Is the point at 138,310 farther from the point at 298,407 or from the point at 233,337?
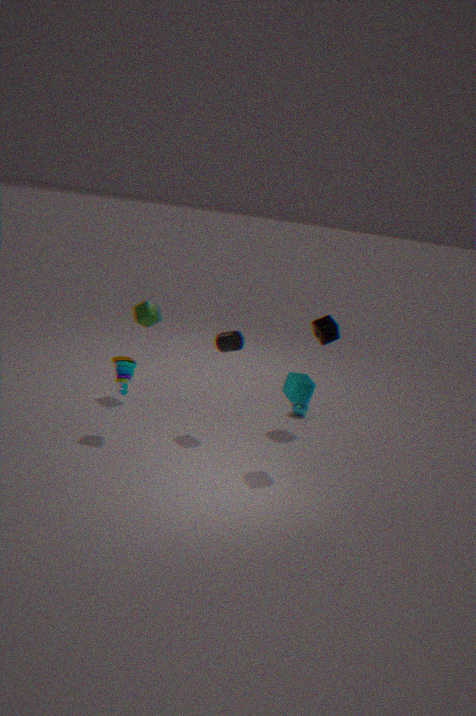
the point at 298,407
